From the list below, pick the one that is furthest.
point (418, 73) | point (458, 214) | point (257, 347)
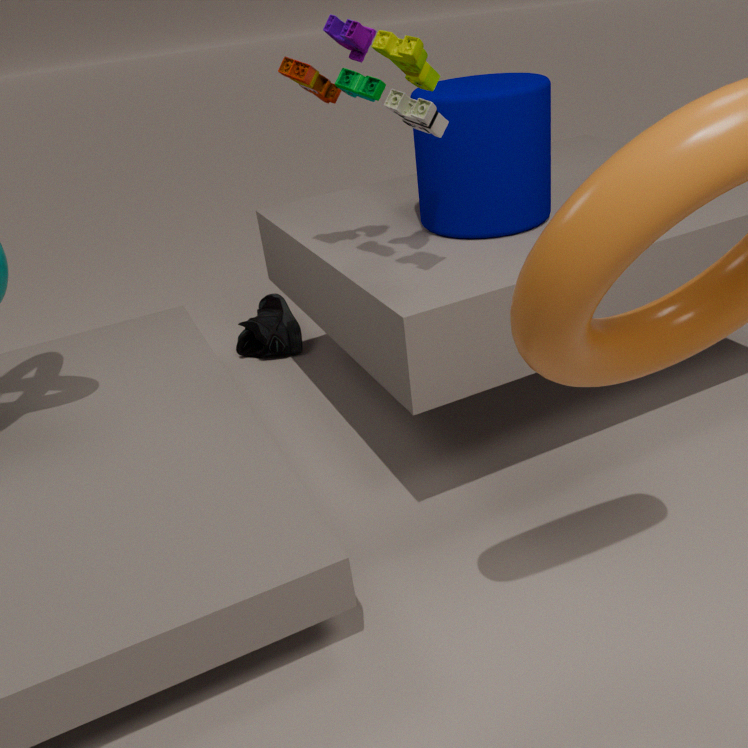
point (257, 347)
